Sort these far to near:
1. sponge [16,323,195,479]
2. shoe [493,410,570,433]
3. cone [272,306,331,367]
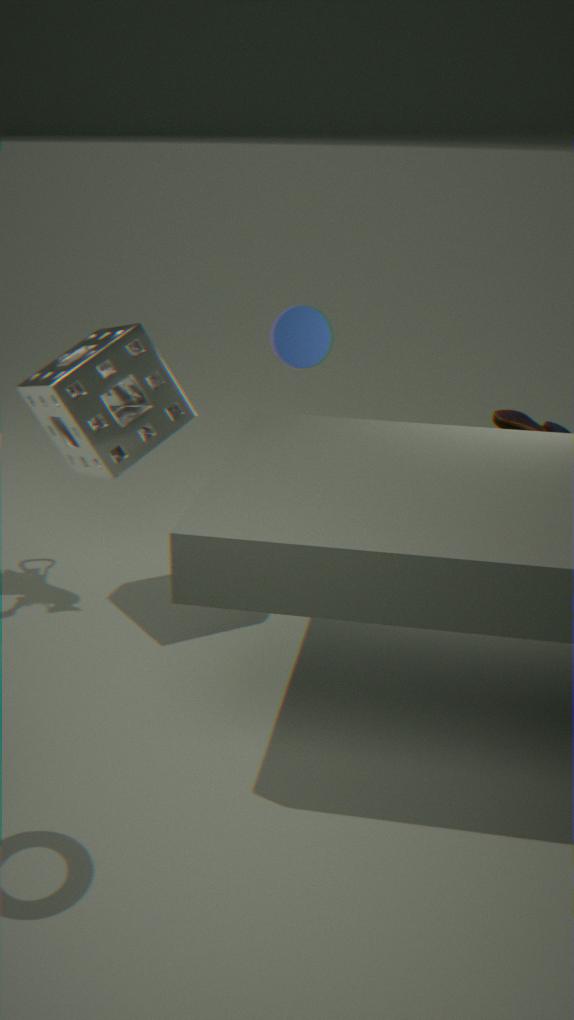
cone [272,306,331,367]
shoe [493,410,570,433]
sponge [16,323,195,479]
